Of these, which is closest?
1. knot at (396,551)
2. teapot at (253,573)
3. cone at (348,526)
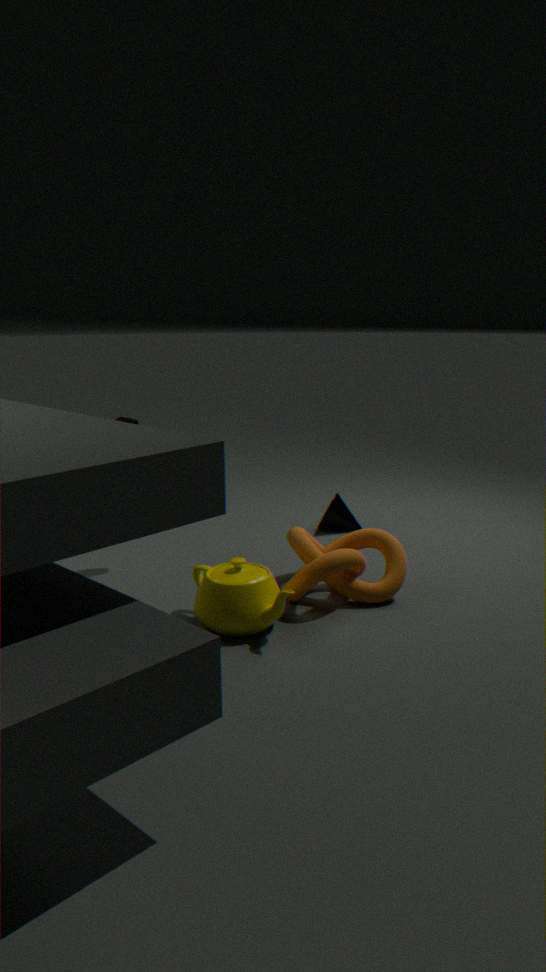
teapot at (253,573)
